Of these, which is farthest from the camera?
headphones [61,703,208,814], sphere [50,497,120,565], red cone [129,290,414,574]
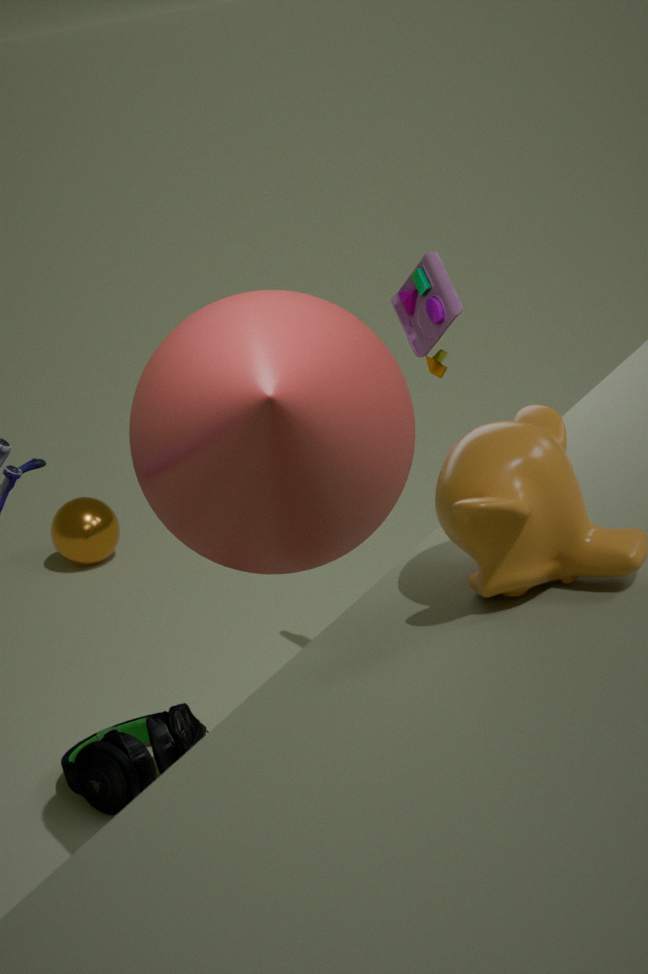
sphere [50,497,120,565]
